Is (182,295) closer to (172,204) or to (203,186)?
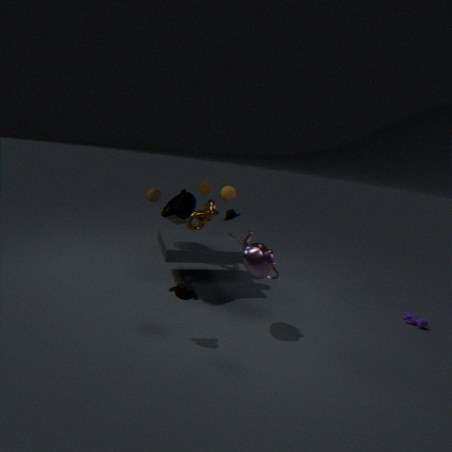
(172,204)
